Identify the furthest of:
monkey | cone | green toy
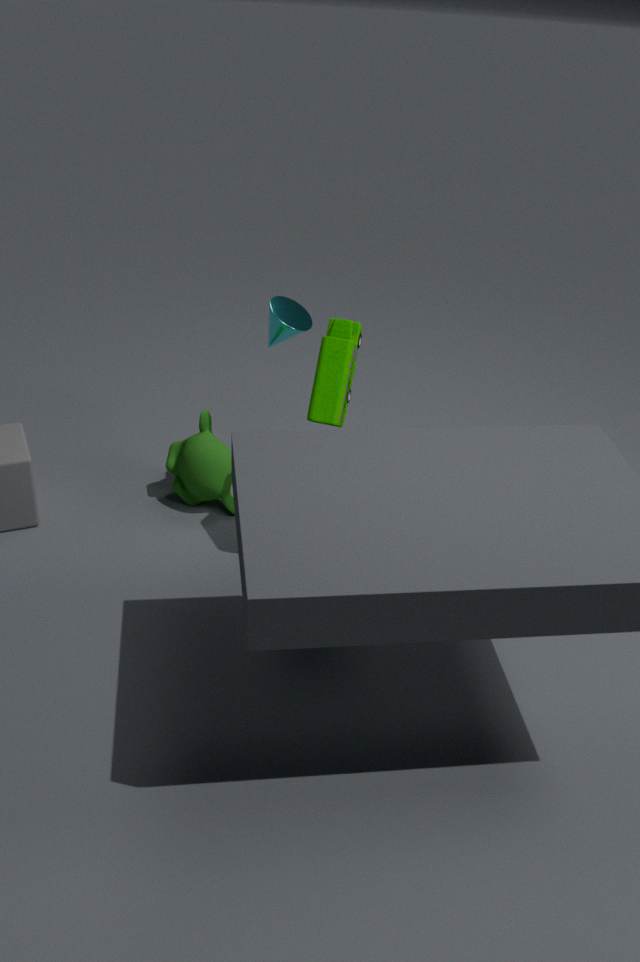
monkey
